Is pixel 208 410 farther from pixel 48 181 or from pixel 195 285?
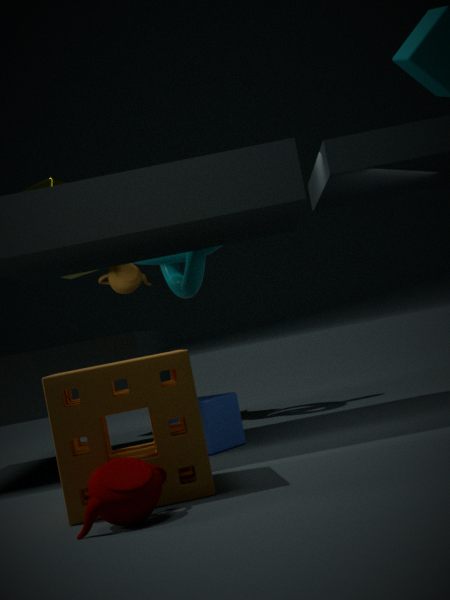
pixel 48 181
